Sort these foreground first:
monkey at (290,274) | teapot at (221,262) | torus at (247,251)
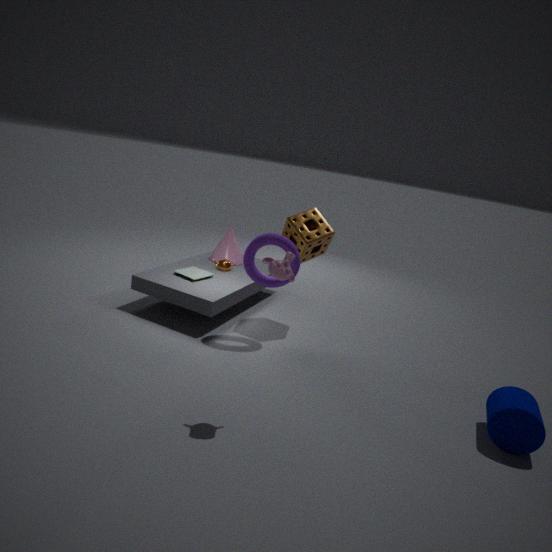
1. monkey at (290,274)
2. torus at (247,251)
3. teapot at (221,262)
